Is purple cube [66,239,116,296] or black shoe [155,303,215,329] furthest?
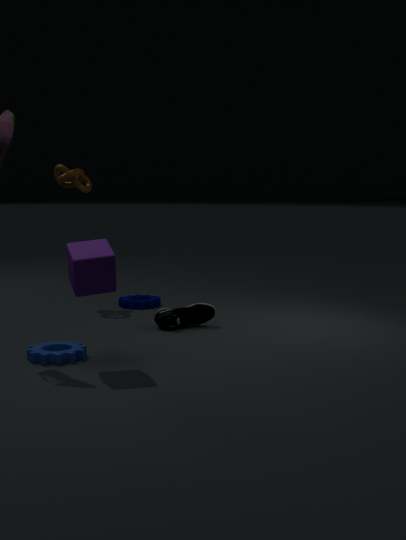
black shoe [155,303,215,329]
